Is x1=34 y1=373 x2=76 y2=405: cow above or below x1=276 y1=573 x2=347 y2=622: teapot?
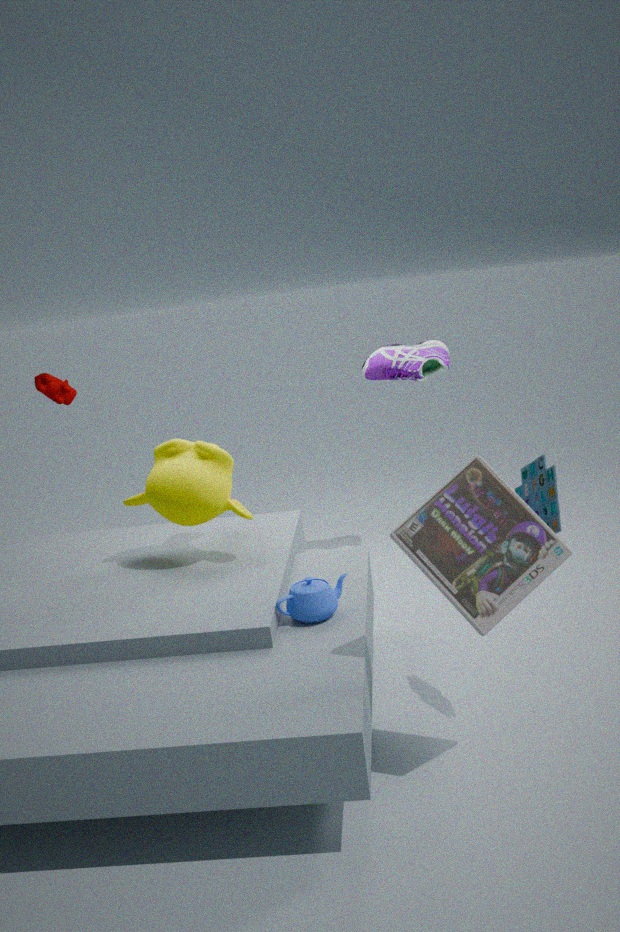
above
